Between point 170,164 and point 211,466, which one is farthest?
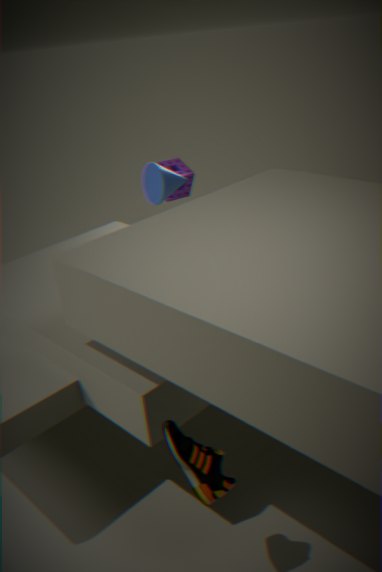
point 170,164
